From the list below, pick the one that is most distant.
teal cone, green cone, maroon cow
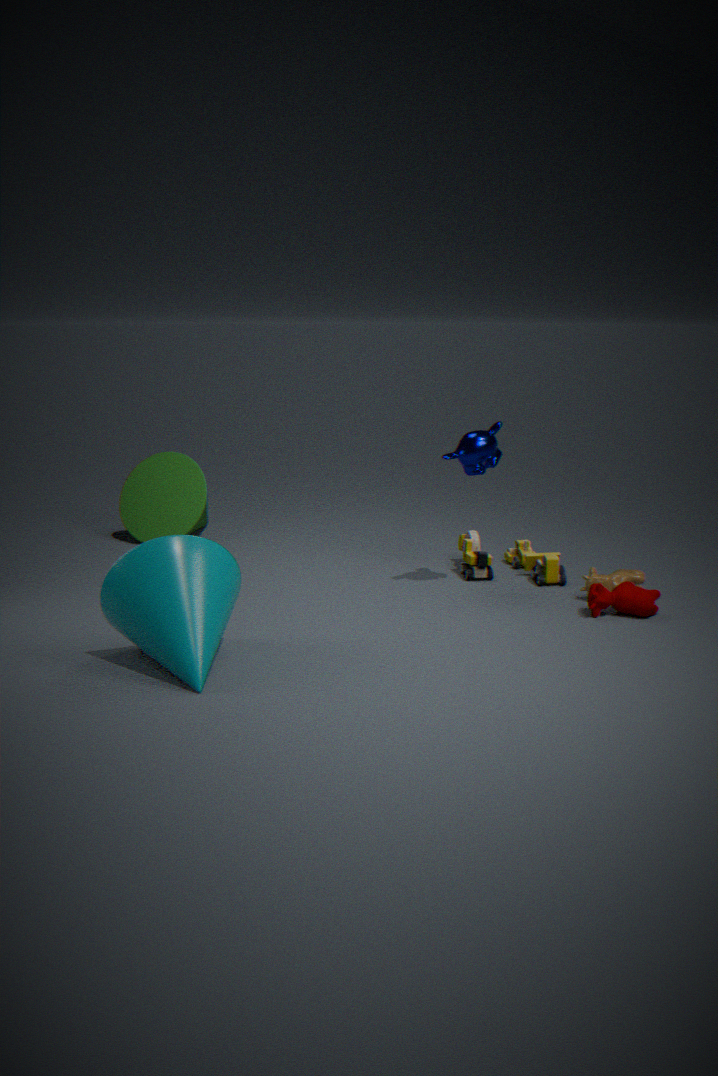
green cone
